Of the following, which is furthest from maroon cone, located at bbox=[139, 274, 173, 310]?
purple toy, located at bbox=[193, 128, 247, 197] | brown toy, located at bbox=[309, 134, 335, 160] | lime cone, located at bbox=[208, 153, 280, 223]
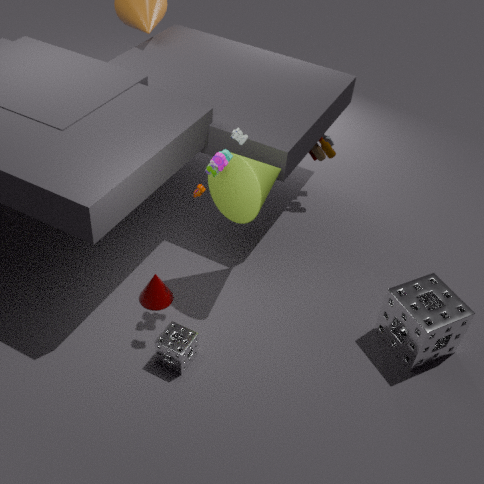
brown toy, located at bbox=[309, 134, 335, 160]
